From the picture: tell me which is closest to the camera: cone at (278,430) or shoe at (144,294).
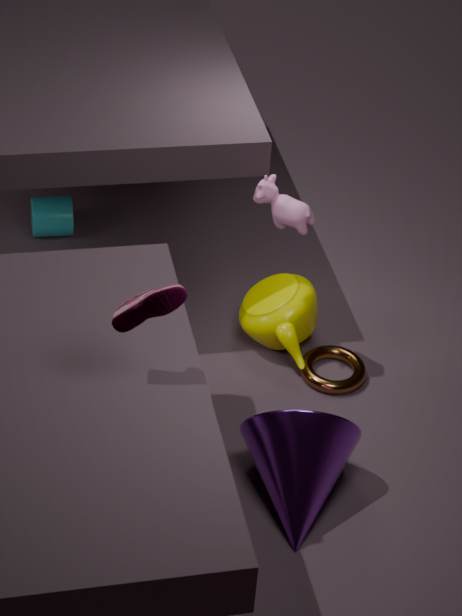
shoe at (144,294)
